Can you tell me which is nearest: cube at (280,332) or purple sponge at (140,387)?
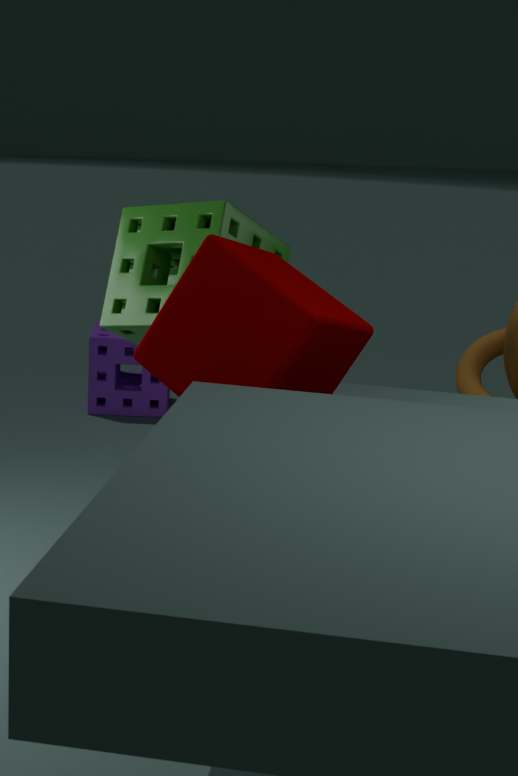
cube at (280,332)
